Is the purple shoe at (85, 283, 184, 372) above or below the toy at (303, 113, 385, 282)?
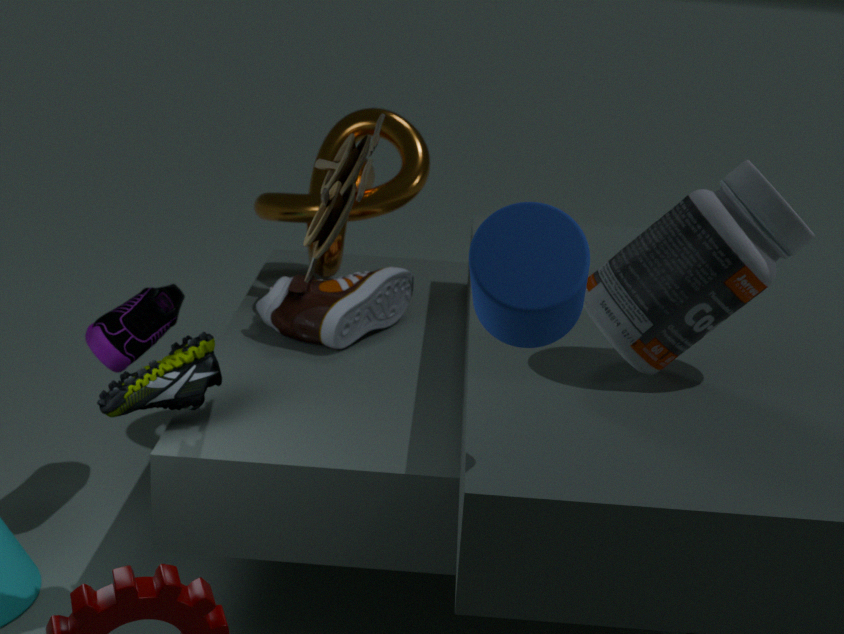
below
